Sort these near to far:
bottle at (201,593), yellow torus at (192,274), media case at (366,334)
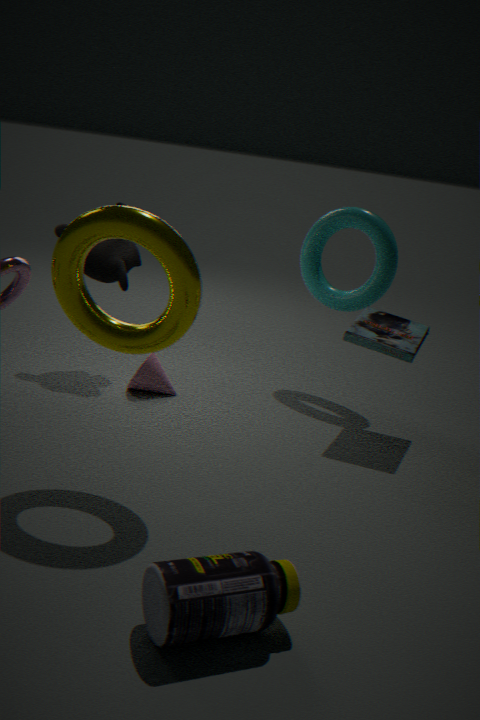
bottle at (201,593) → yellow torus at (192,274) → media case at (366,334)
